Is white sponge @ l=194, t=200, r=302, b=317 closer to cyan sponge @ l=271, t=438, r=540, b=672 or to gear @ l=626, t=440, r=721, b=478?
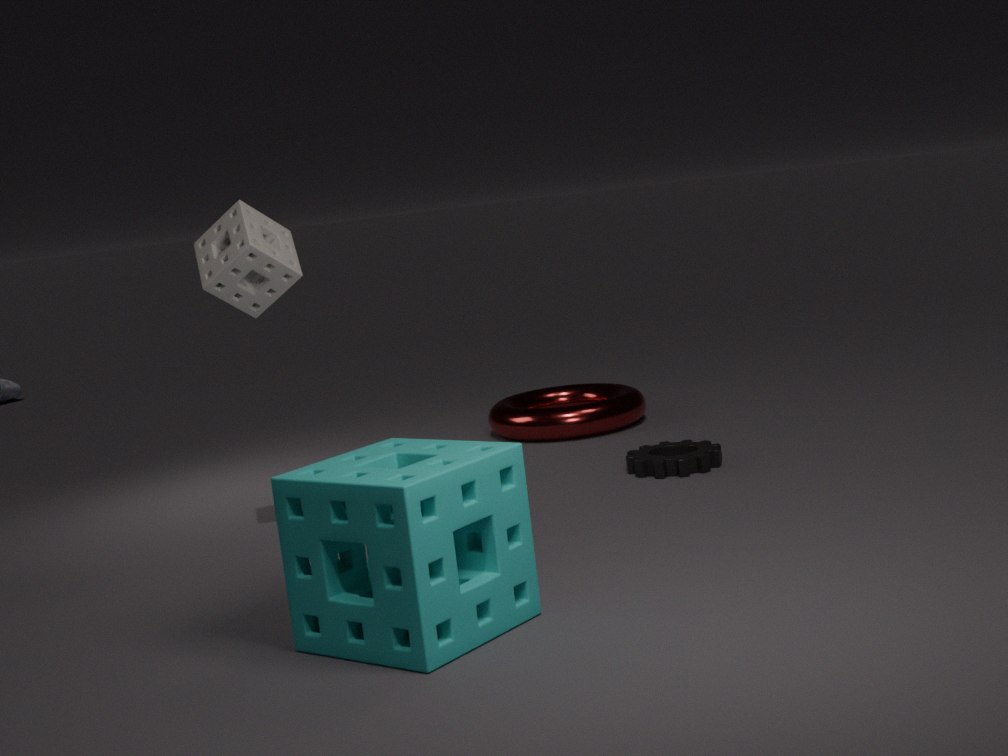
cyan sponge @ l=271, t=438, r=540, b=672
